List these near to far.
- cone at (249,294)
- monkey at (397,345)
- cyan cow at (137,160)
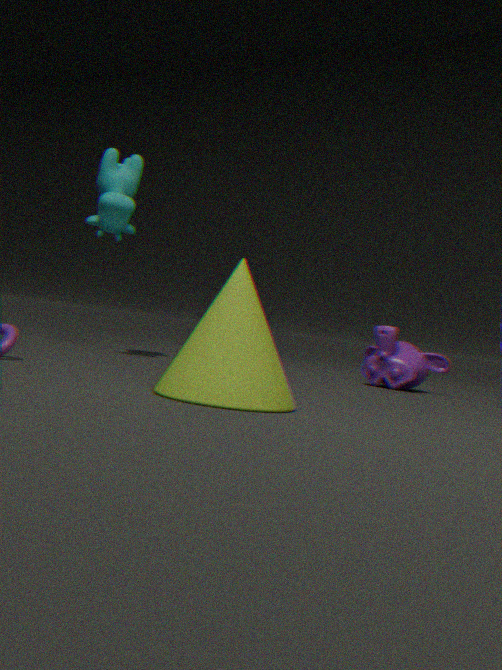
cone at (249,294)
cyan cow at (137,160)
monkey at (397,345)
